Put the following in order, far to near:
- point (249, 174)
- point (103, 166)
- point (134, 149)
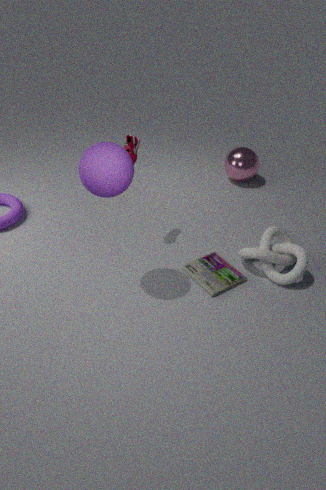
point (249, 174) < point (134, 149) < point (103, 166)
